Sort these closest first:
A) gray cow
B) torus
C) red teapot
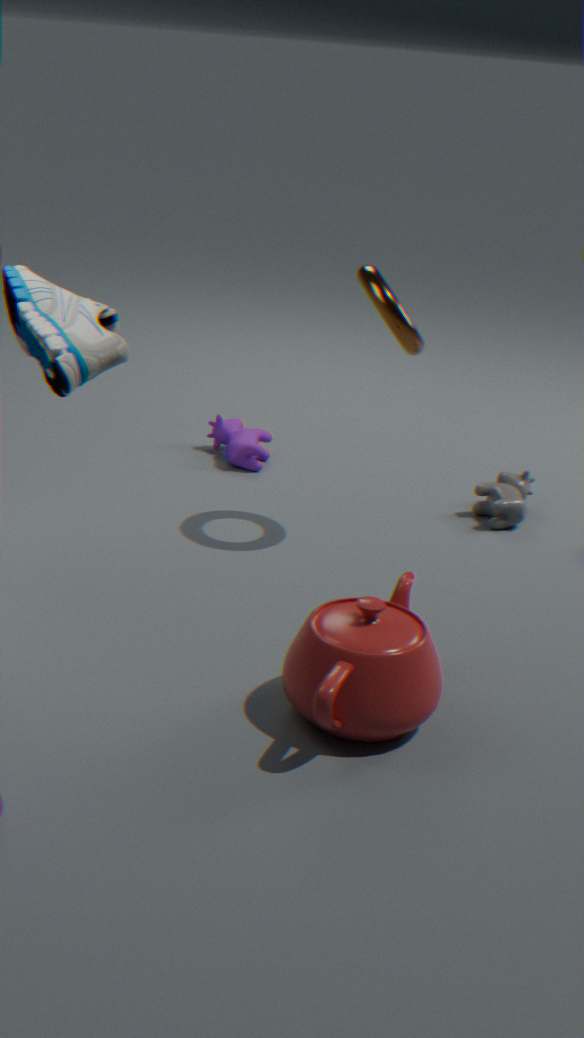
1. red teapot
2. torus
3. gray cow
